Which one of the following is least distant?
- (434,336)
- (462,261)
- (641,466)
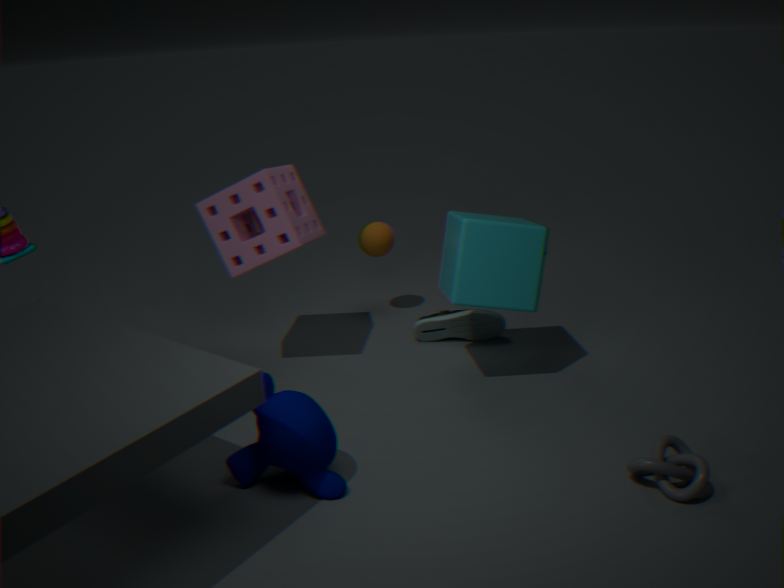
(641,466)
